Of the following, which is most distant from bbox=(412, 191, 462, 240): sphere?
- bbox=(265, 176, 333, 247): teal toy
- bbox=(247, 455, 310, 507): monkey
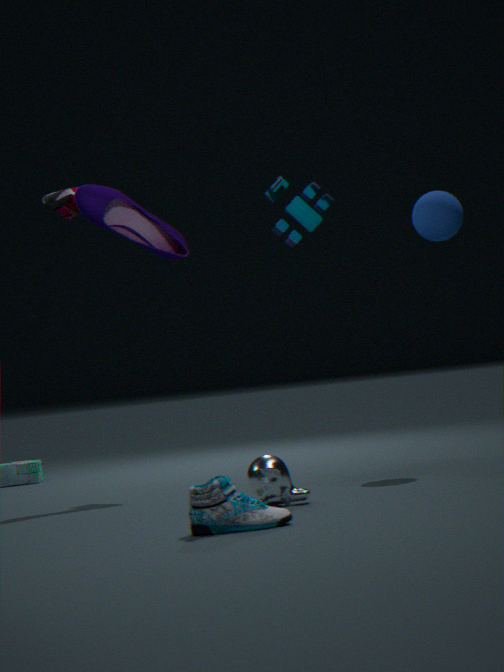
bbox=(247, 455, 310, 507): monkey
